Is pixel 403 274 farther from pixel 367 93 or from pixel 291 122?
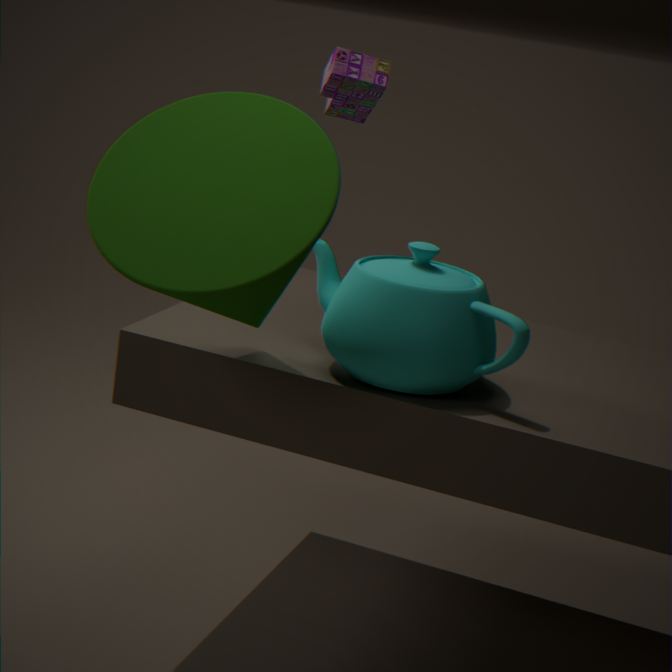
pixel 367 93
